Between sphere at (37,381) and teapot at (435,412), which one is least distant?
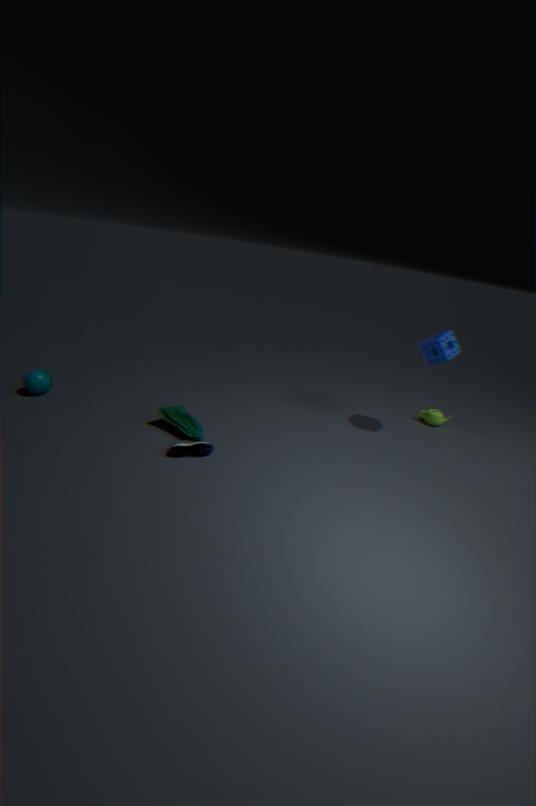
sphere at (37,381)
